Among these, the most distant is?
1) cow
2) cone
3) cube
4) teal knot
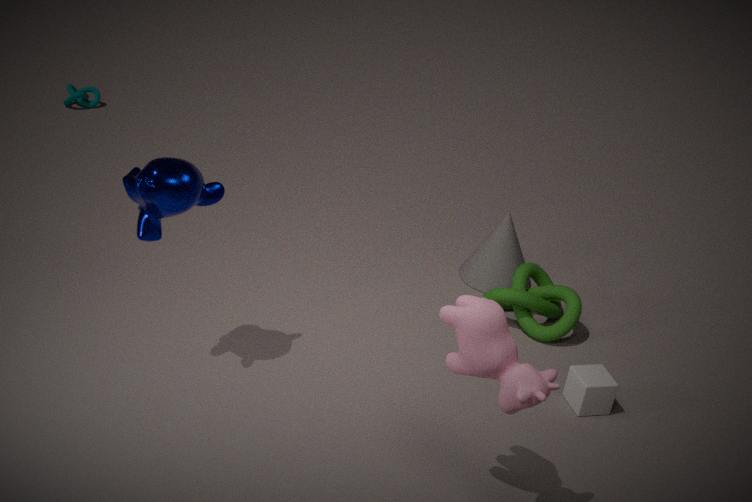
4. teal knot
